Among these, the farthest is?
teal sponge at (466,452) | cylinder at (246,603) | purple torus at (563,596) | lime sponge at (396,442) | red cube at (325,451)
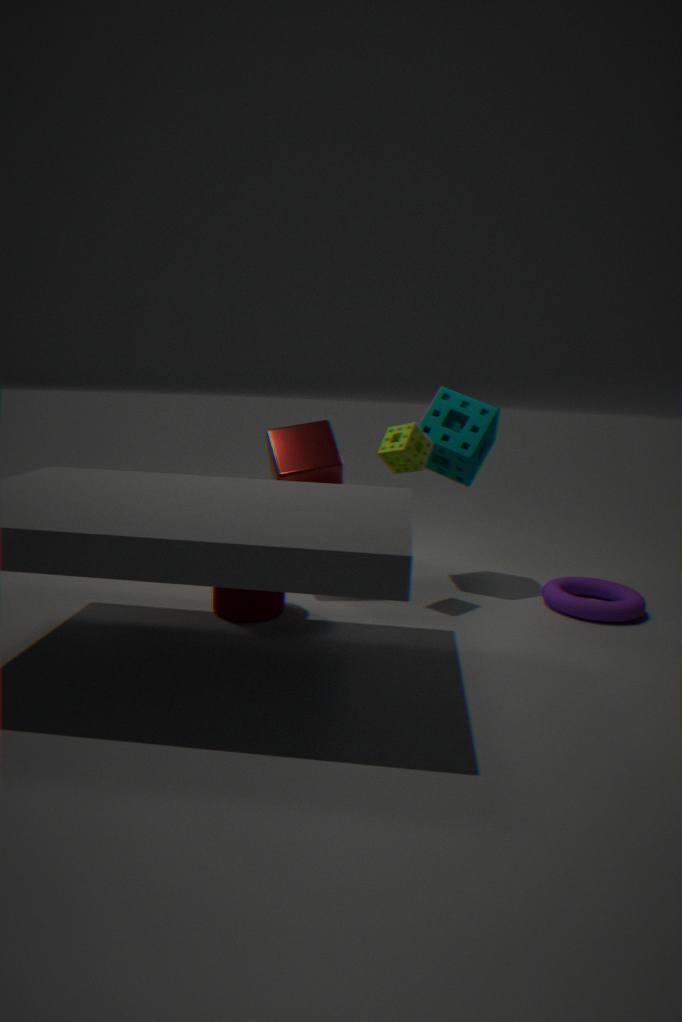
teal sponge at (466,452)
